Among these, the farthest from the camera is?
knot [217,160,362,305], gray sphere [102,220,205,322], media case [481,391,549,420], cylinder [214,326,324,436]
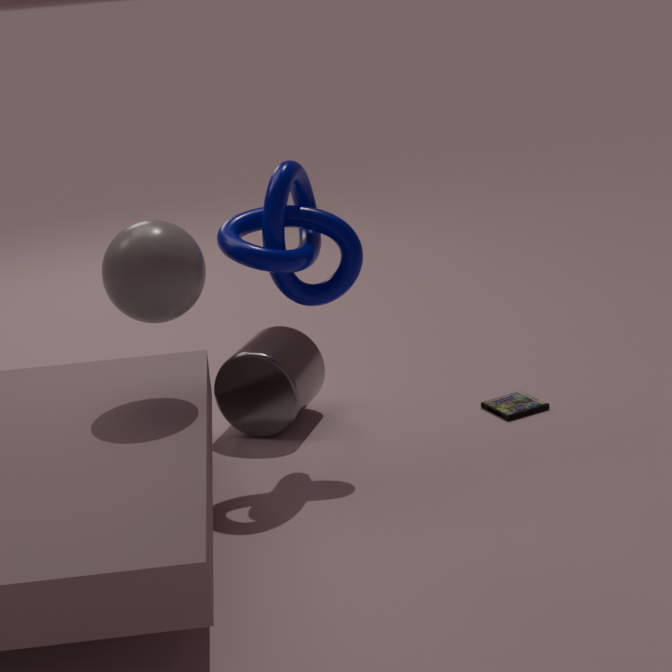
media case [481,391,549,420]
